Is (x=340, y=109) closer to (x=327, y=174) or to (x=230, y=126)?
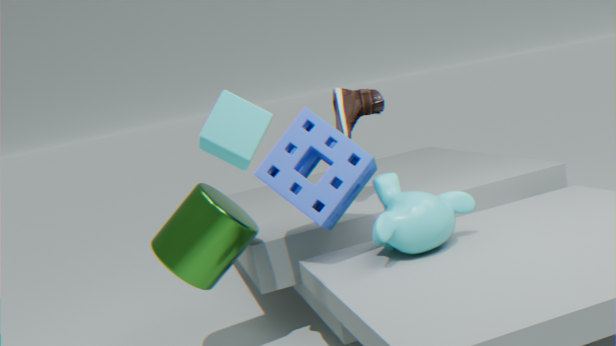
(x=327, y=174)
